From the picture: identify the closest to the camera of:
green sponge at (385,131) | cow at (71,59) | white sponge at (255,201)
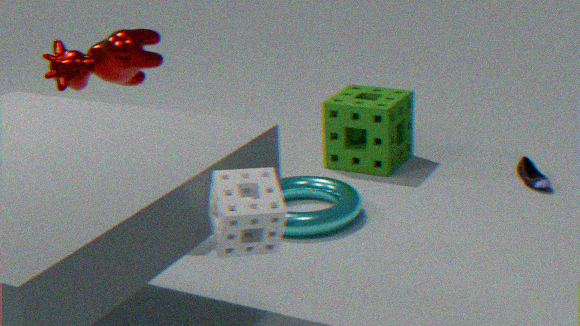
white sponge at (255,201)
